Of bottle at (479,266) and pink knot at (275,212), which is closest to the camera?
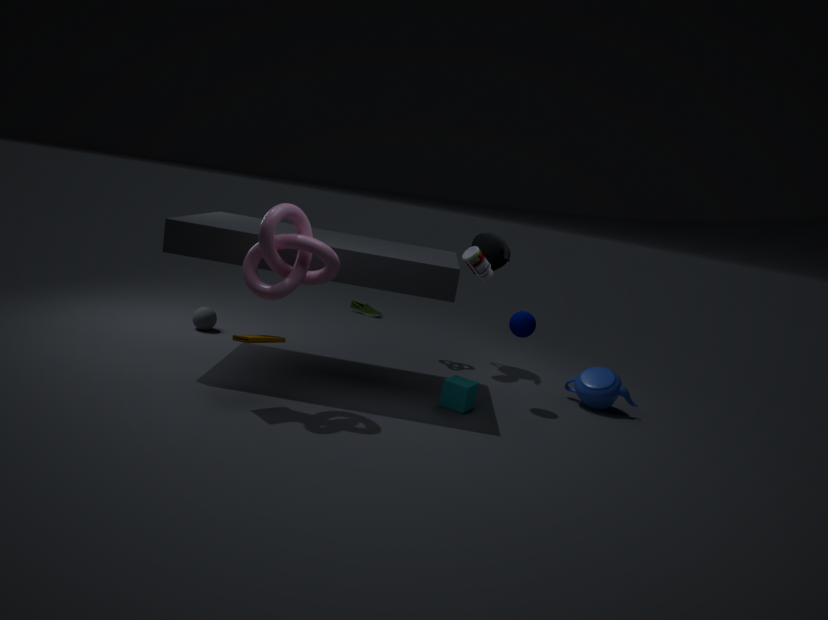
pink knot at (275,212)
